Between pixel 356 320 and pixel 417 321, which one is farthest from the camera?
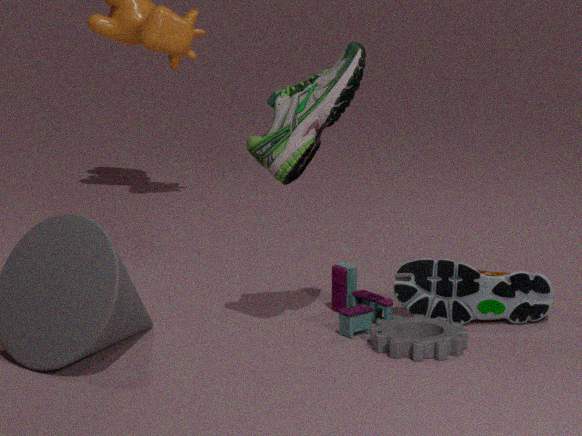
pixel 417 321
